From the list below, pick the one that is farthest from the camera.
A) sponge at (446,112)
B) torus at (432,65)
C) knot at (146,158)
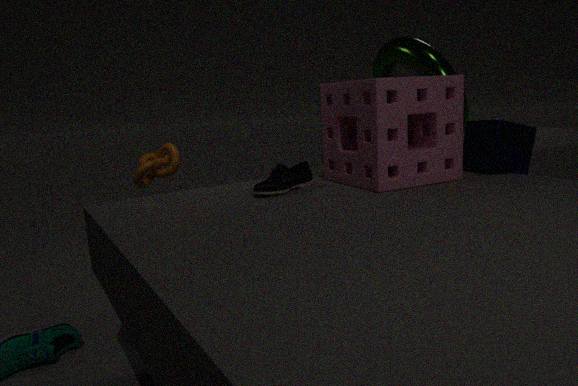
knot at (146,158)
